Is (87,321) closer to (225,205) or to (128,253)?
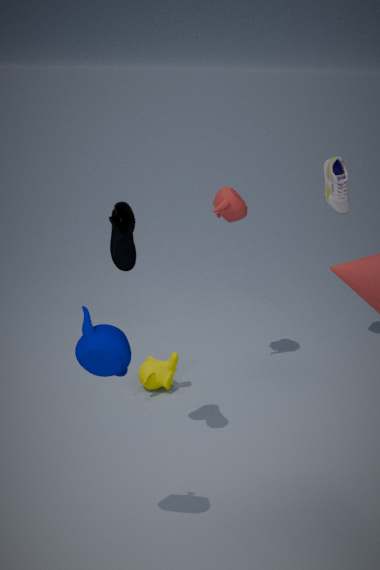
(128,253)
